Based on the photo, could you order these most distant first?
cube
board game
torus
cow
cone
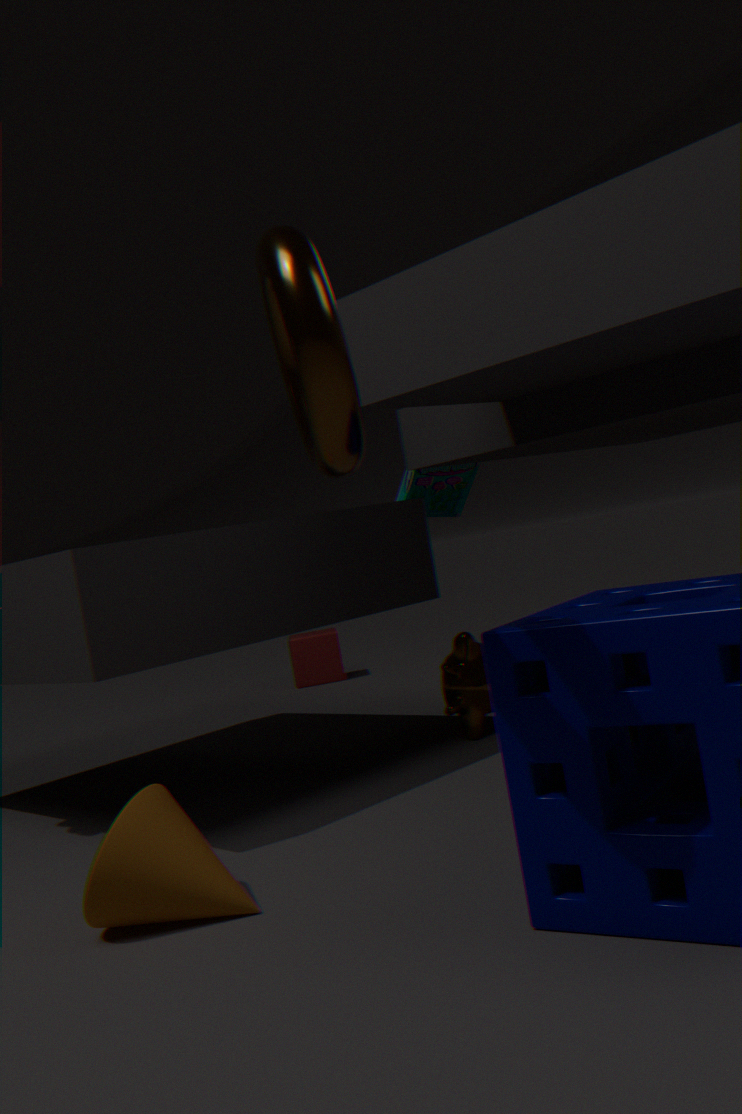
cube, board game, cow, cone, torus
